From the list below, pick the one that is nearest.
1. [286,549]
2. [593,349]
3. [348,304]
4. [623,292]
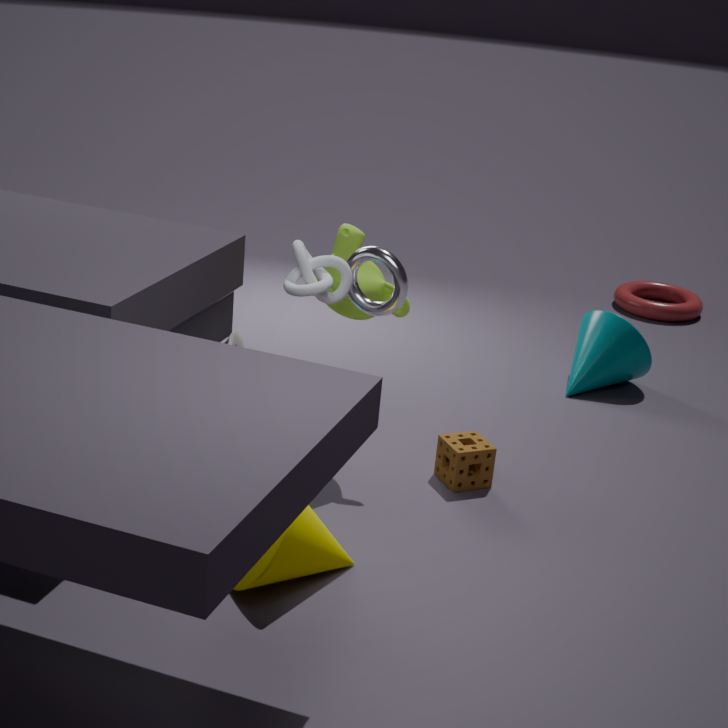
[286,549]
